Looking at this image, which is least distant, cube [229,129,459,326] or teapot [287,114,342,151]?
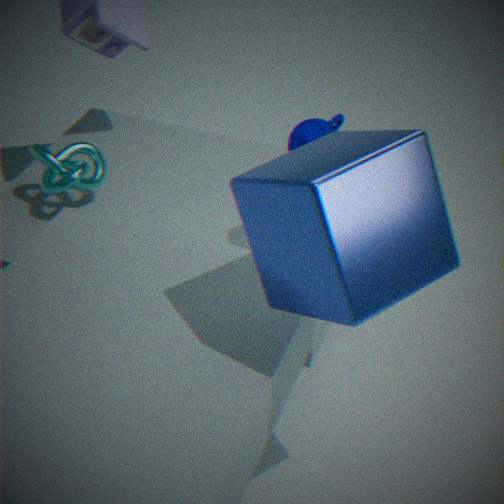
cube [229,129,459,326]
